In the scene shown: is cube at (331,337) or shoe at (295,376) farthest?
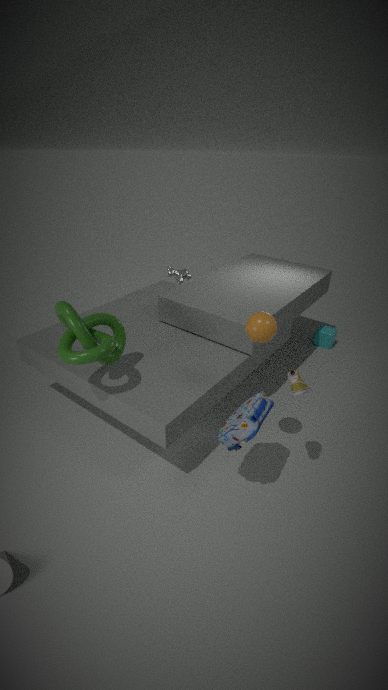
cube at (331,337)
